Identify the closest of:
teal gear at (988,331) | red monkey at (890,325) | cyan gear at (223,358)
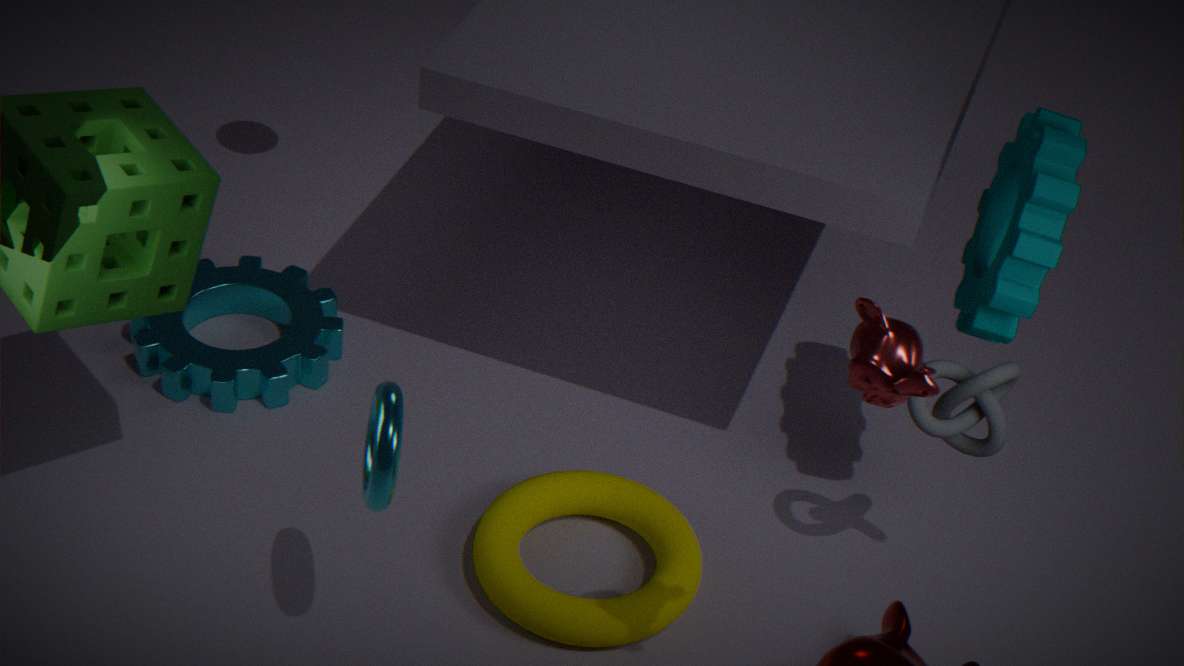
red monkey at (890,325)
